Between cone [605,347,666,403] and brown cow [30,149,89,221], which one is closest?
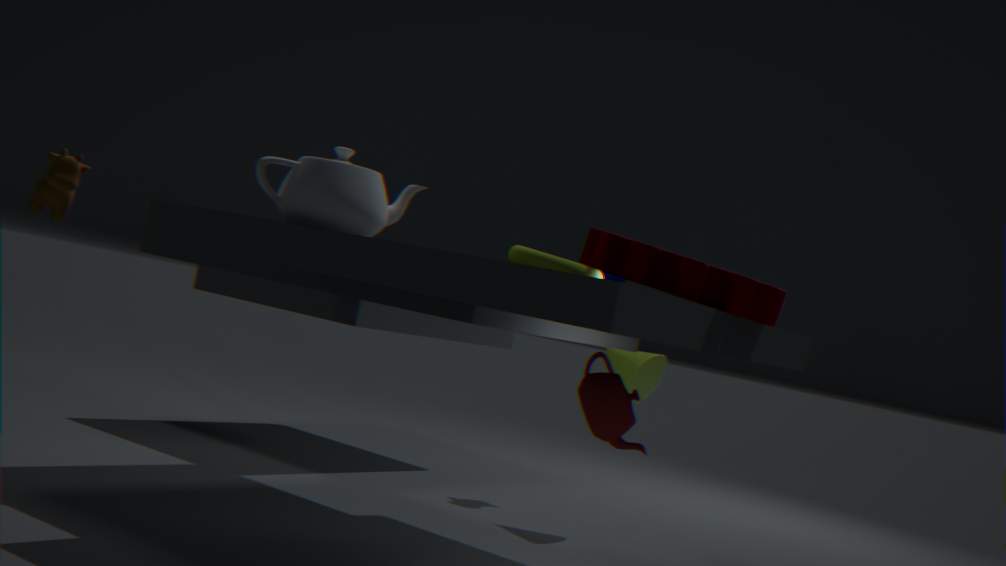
brown cow [30,149,89,221]
